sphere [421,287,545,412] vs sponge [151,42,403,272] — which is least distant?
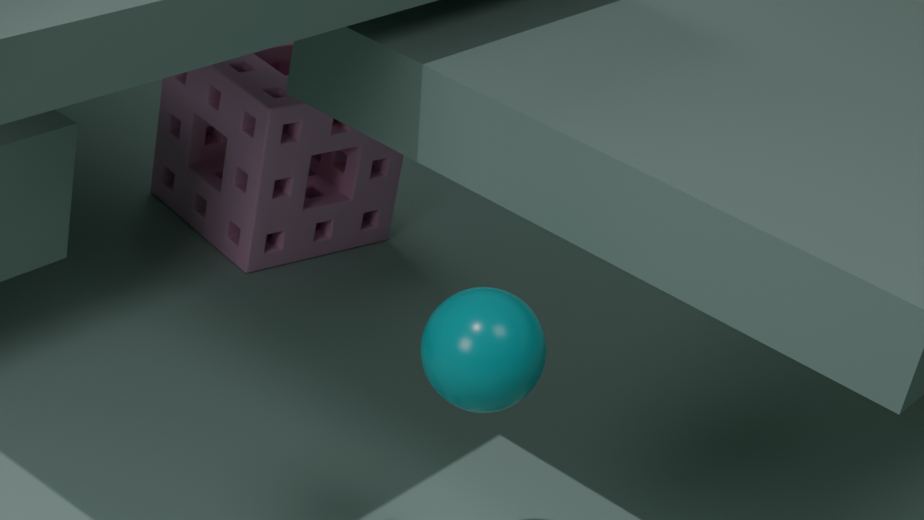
sphere [421,287,545,412]
